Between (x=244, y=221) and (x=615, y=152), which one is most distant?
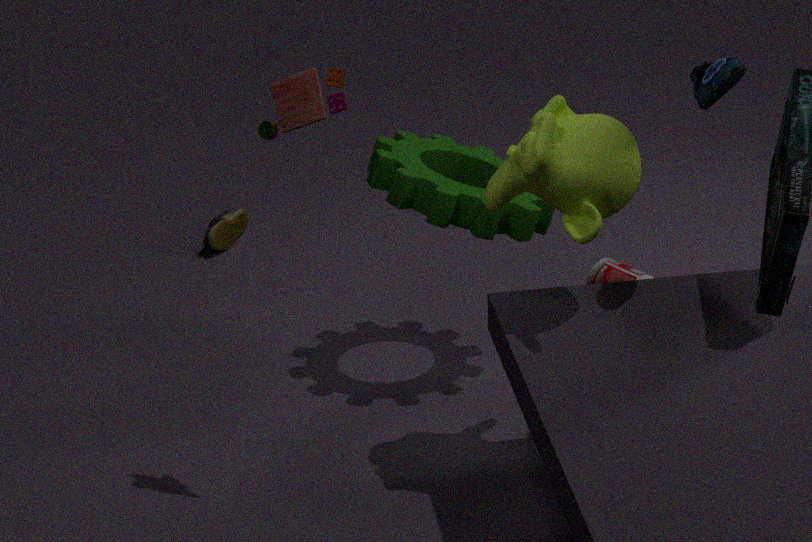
(x=244, y=221)
